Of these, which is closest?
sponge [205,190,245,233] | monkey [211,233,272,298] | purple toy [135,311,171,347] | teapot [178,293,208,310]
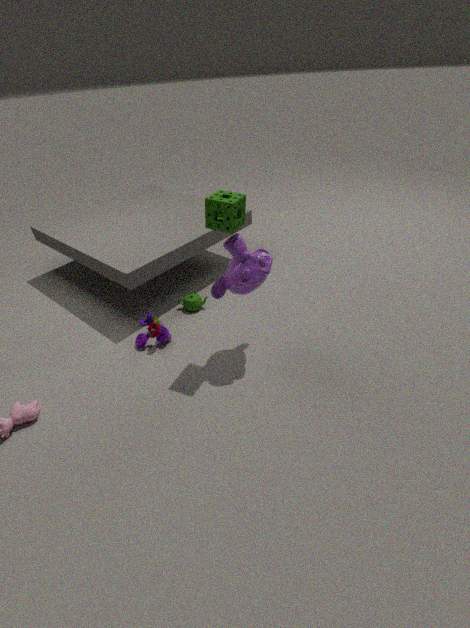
sponge [205,190,245,233]
